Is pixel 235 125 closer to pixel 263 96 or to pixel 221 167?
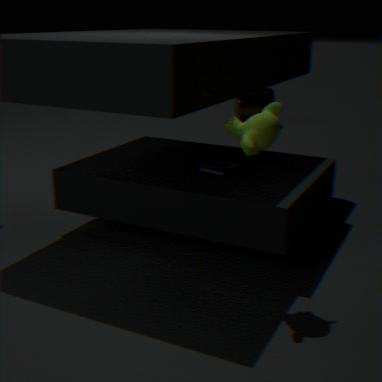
pixel 221 167
